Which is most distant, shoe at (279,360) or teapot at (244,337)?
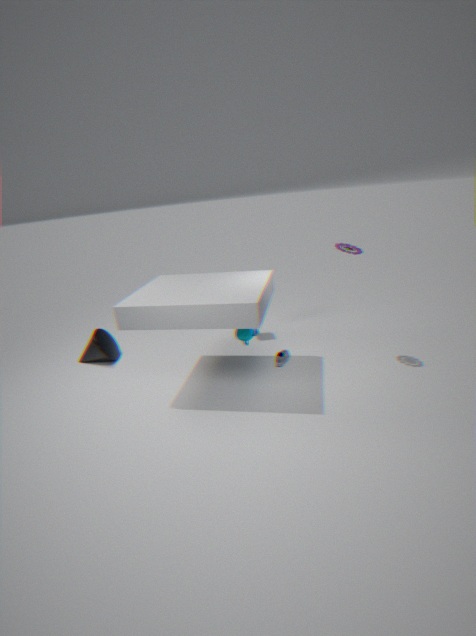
shoe at (279,360)
